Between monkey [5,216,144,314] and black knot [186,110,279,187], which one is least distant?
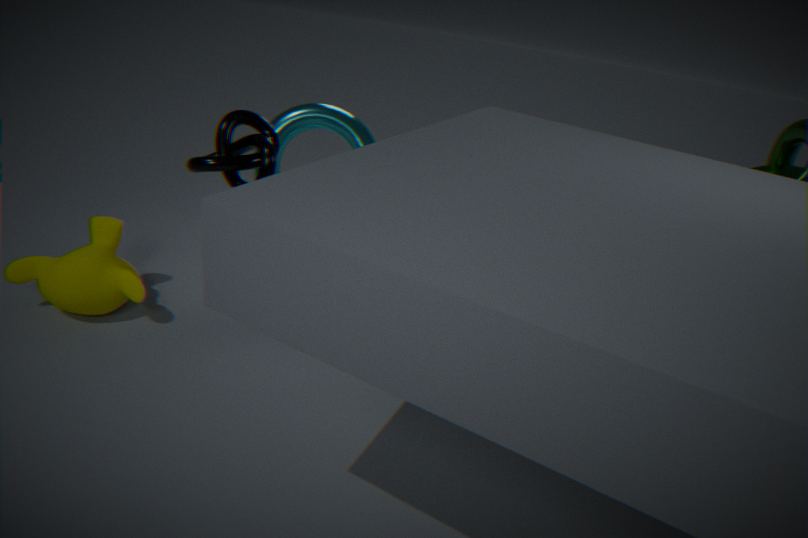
black knot [186,110,279,187]
